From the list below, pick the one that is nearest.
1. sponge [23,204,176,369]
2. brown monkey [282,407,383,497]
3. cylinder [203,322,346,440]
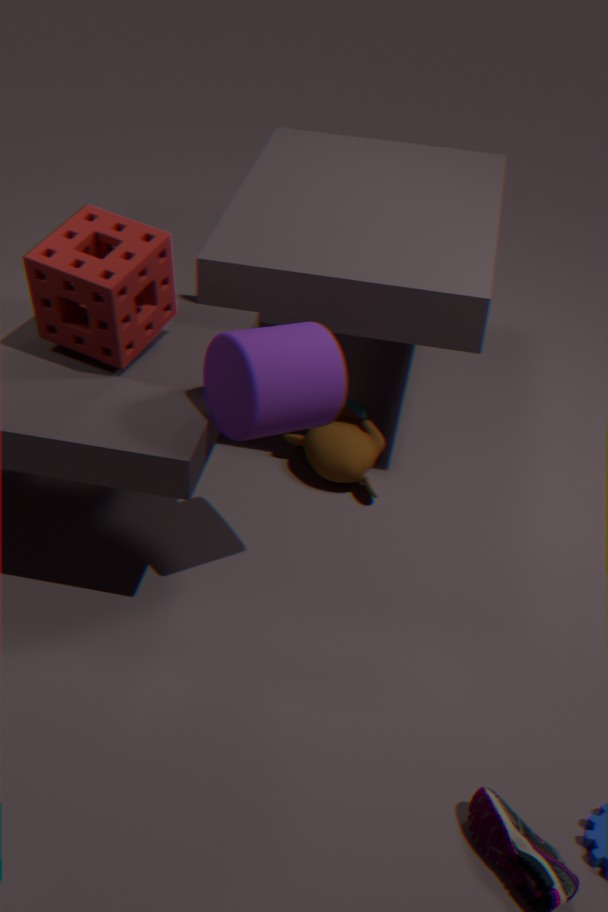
cylinder [203,322,346,440]
